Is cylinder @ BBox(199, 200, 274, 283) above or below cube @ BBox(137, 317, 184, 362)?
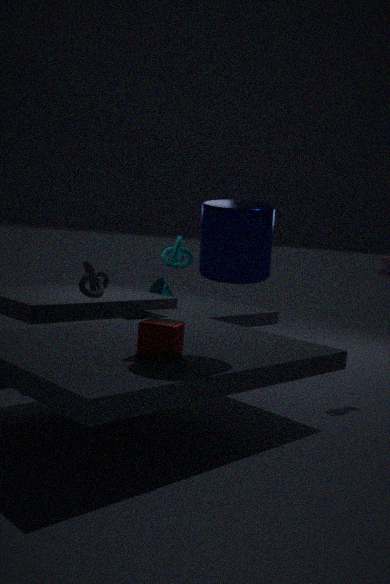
above
